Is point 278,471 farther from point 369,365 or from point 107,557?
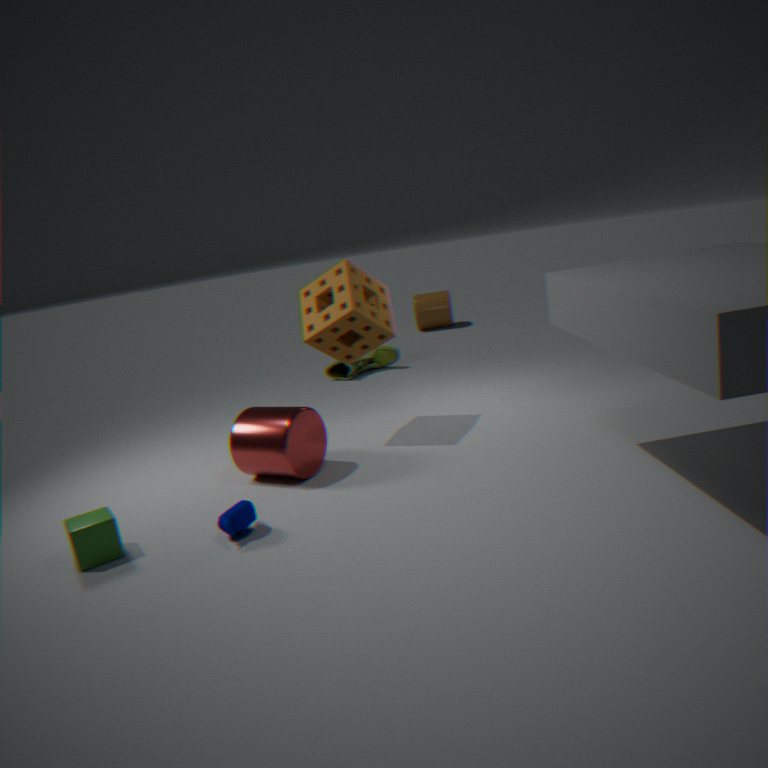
point 369,365
